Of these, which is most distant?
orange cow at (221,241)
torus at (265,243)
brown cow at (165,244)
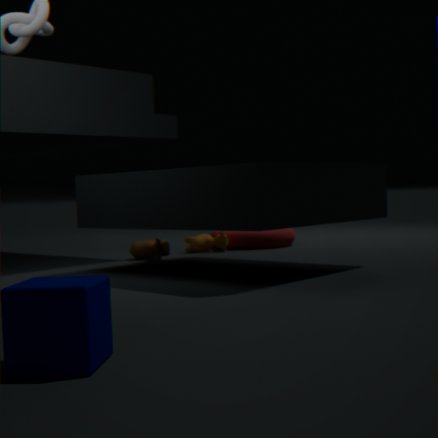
torus at (265,243)
